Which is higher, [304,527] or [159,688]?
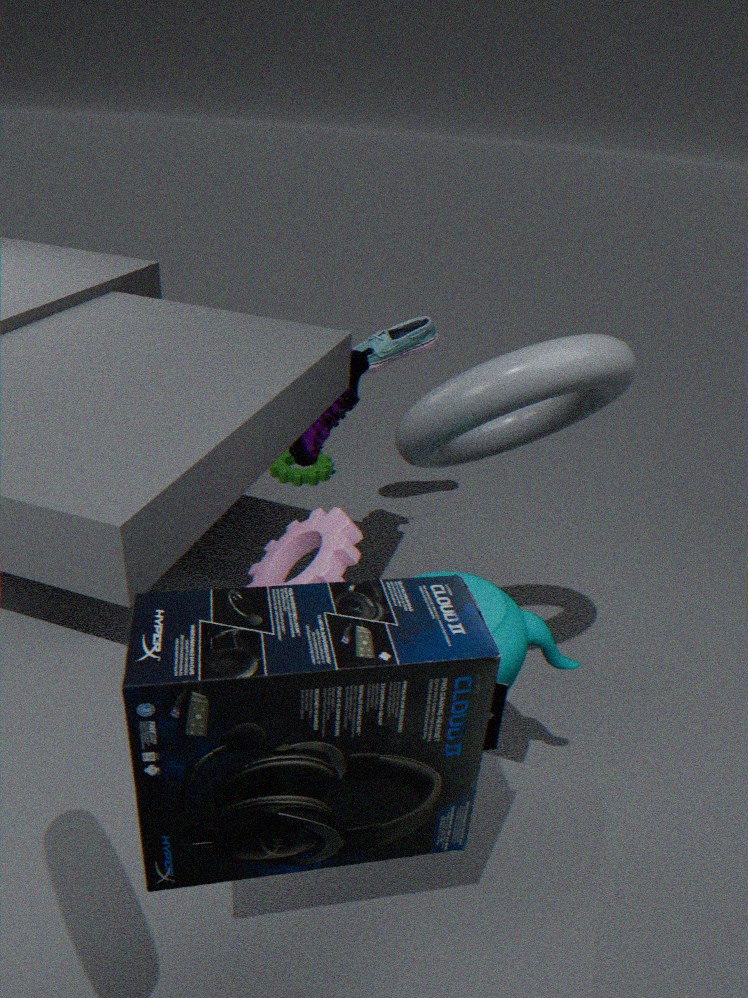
[159,688]
